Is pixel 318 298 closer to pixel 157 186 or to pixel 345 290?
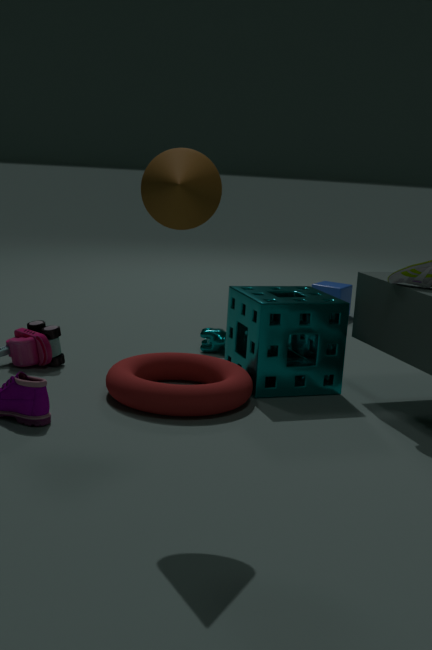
pixel 157 186
